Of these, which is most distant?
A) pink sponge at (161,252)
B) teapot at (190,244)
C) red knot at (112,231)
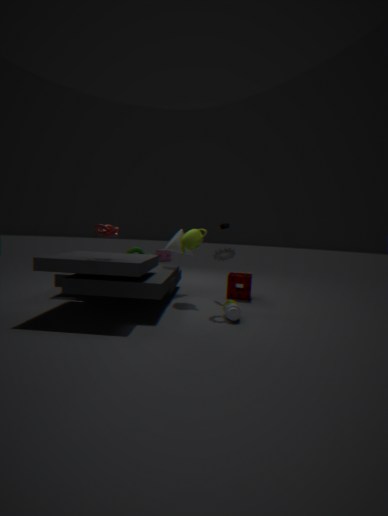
A. pink sponge at (161,252)
